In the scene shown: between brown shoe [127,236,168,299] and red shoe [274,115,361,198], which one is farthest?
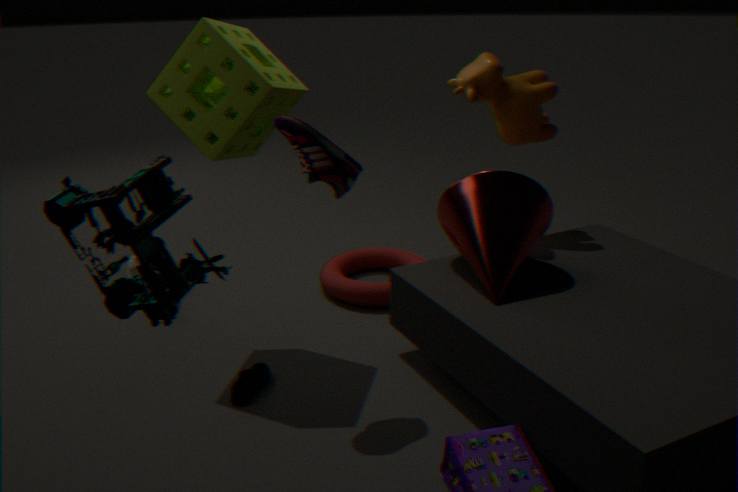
brown shoe [127,236,168,299]
